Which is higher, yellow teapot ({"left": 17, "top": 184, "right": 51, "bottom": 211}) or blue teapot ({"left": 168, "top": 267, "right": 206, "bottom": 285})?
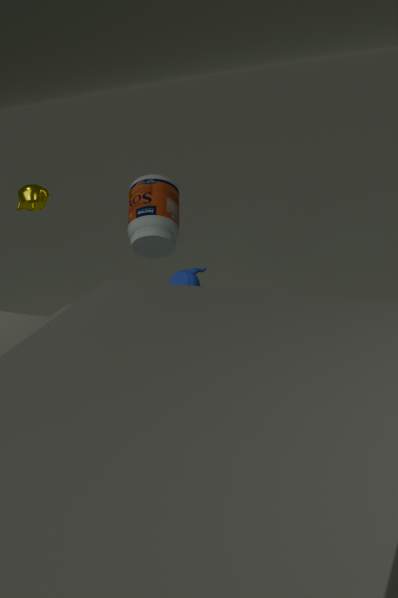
yellow teapot ({"left": 17, "top": 184, "right": 51, "bottom": 211})
